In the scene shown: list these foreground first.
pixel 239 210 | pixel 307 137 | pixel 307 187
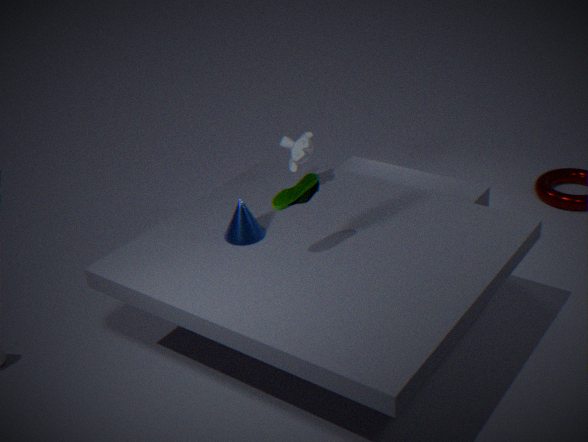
pixel 307 187 < pixel 239 210 < pixel 307 137
